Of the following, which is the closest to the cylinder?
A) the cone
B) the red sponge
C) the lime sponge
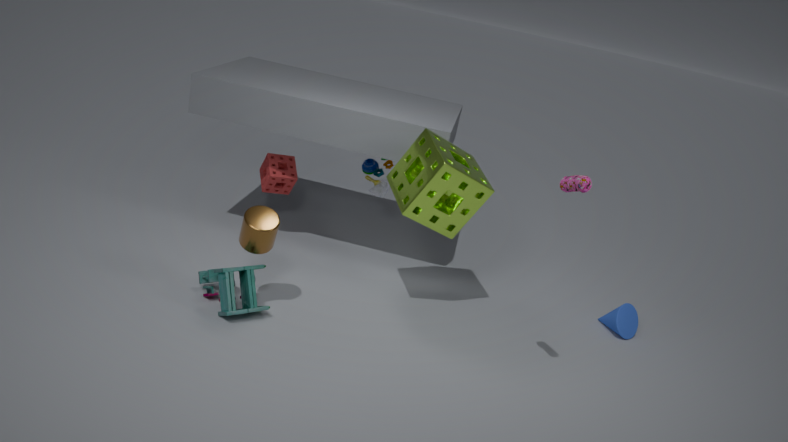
the lime sponge
